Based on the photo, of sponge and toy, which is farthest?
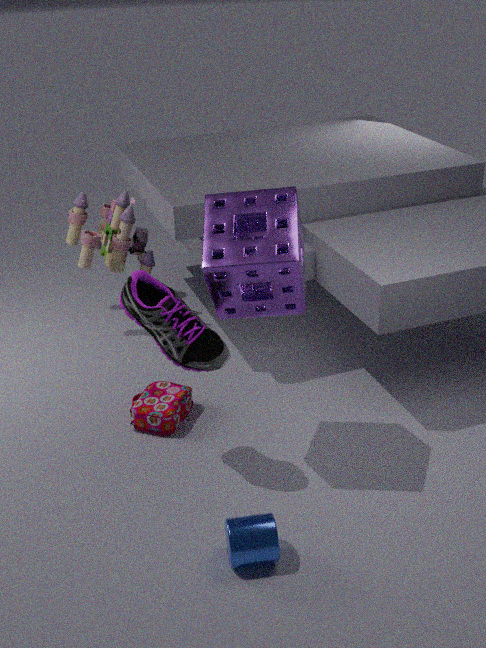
toy
